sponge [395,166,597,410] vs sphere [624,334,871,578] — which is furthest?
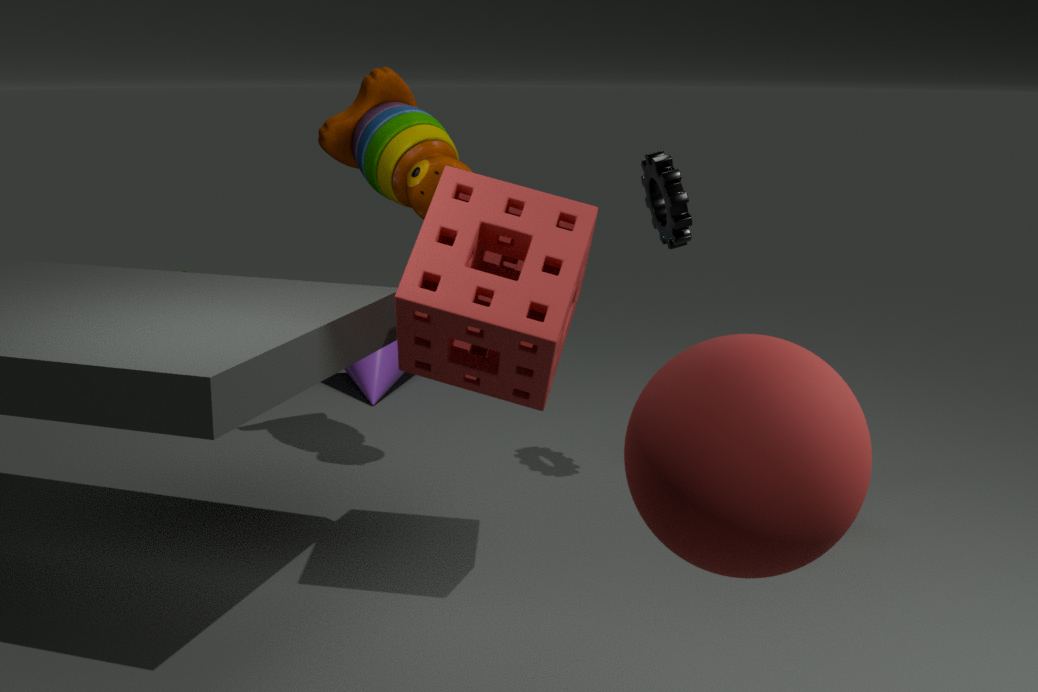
sponge [395,166,597,410]
